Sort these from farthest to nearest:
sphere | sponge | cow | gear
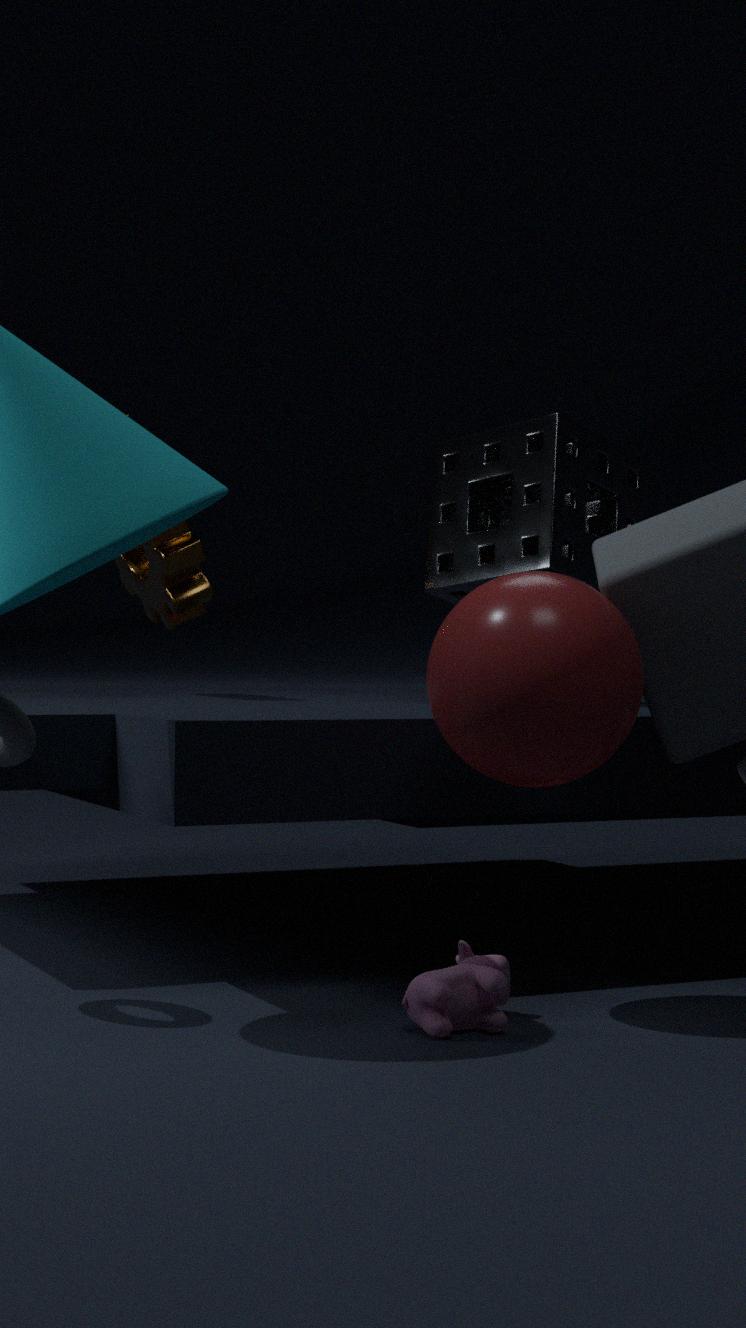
gear → sponge → cow → sphere
